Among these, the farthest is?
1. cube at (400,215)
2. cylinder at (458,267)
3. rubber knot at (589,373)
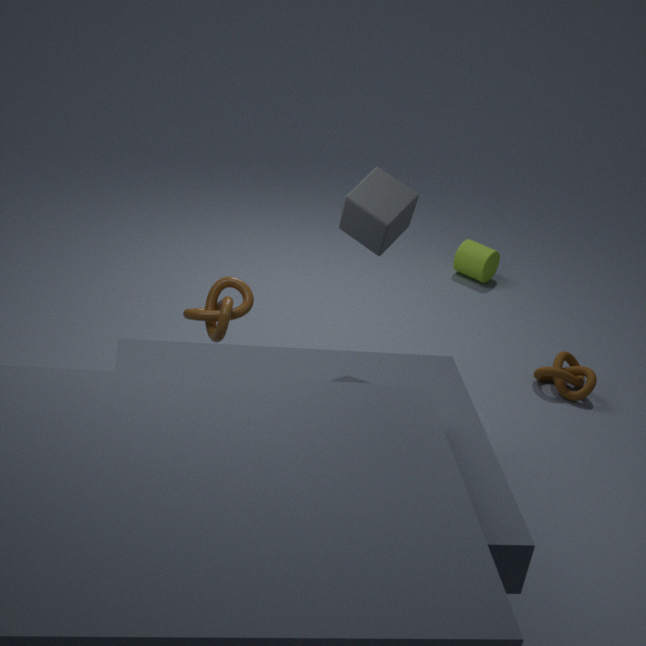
cylinder at (458,267)
